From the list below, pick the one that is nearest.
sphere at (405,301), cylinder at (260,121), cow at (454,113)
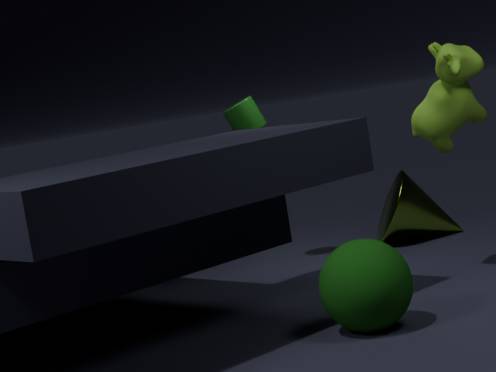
sphere at (405,301)
